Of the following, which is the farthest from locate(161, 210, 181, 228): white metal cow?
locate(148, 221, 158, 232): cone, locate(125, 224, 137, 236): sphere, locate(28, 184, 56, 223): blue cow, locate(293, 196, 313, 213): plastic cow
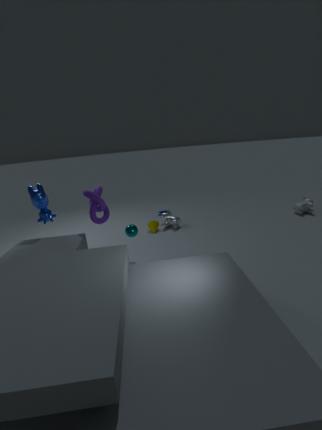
locate(293, 196, 313, 213): plastic cow
